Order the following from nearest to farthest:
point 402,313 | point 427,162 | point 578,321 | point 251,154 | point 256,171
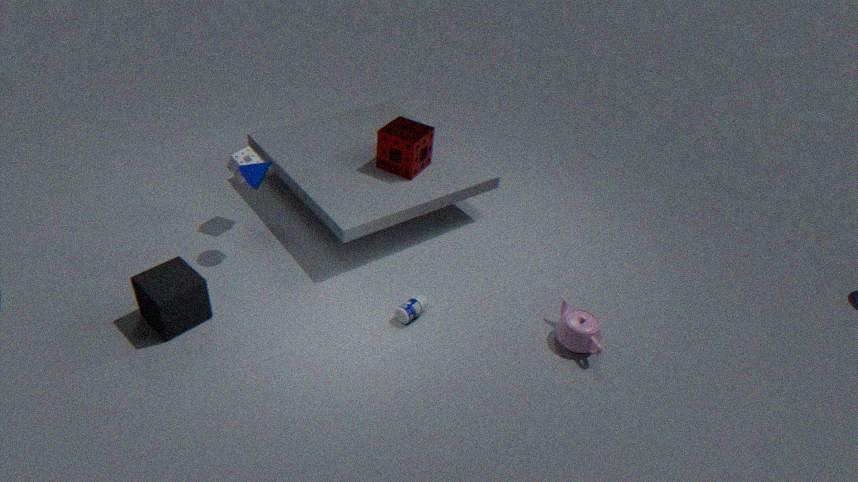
point 578,321 → point 402,313 → point 256,171 → point 251,154 → point 427,162
